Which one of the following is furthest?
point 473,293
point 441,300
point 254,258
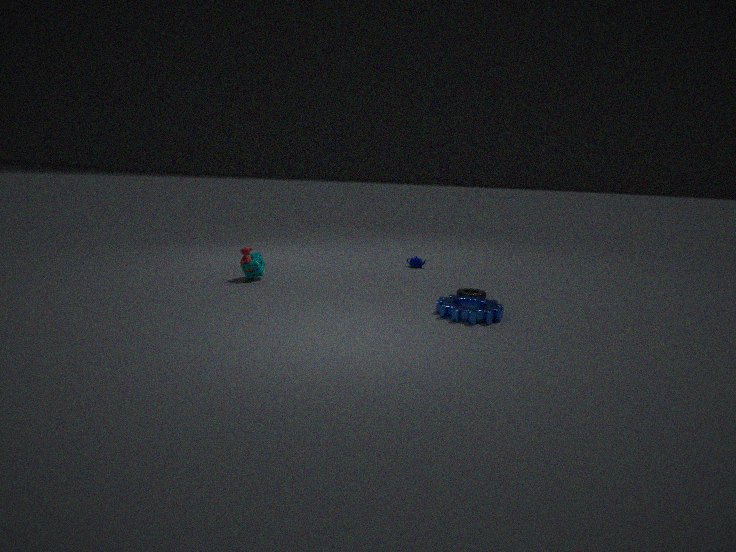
point 254,258
